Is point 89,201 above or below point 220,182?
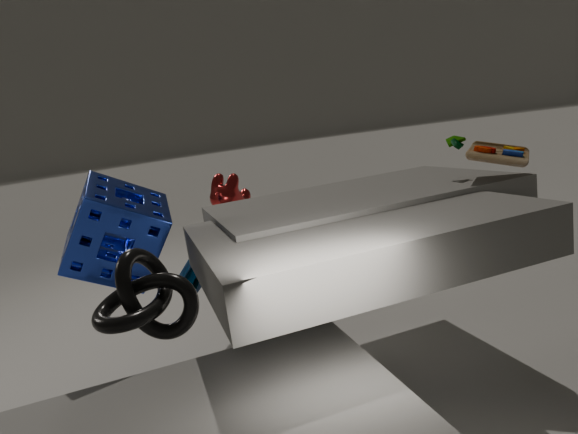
above
